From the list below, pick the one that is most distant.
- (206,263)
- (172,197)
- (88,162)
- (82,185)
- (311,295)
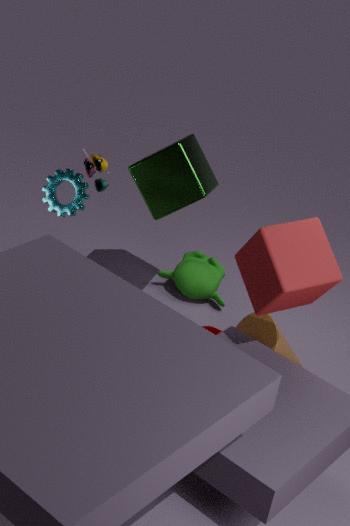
(206,263)
